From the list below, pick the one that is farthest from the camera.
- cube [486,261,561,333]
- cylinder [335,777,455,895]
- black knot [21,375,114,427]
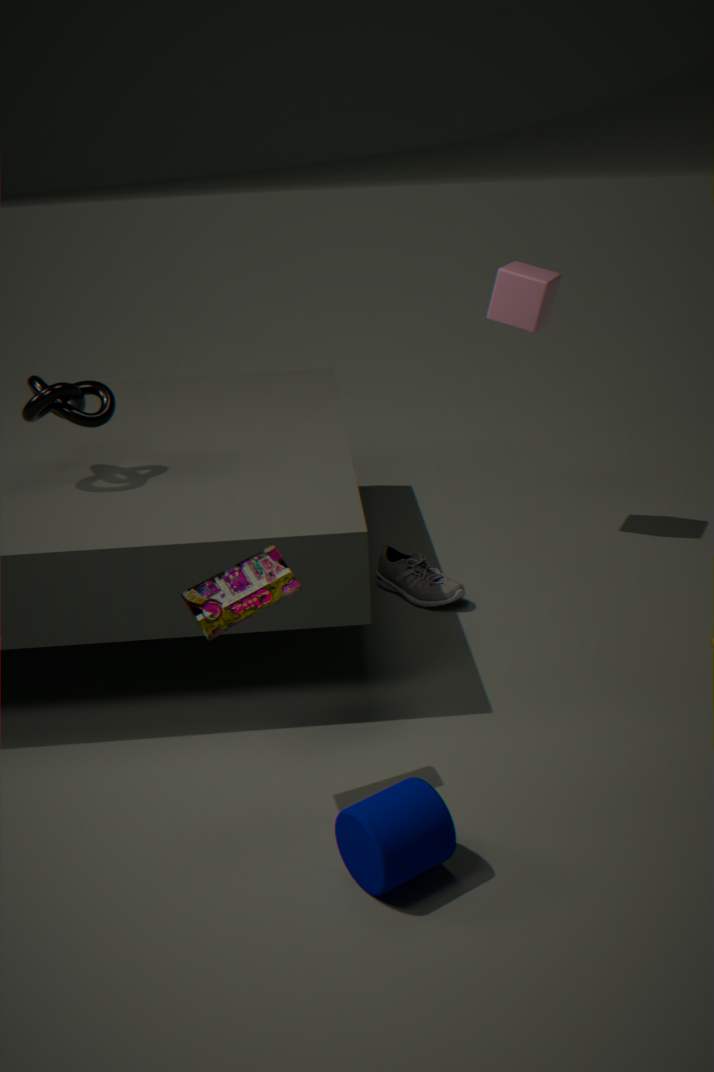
cube [486,261,561,333]
